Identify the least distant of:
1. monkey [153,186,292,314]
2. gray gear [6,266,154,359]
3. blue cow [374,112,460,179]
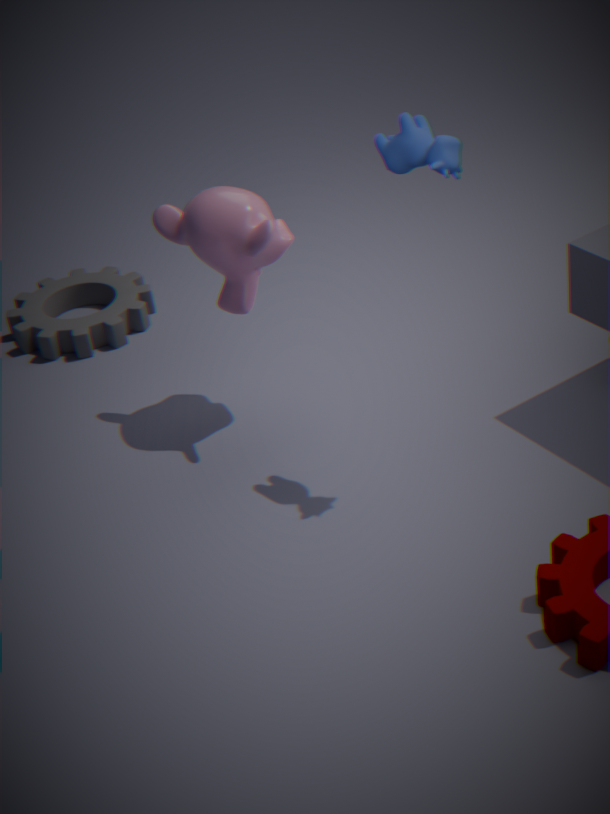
blue cow [374,112,460,179]
